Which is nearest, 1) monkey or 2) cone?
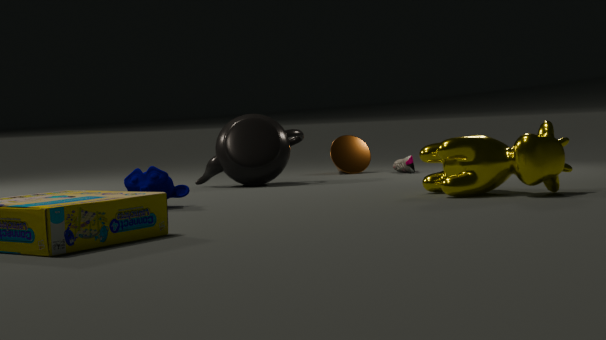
1. monkey
